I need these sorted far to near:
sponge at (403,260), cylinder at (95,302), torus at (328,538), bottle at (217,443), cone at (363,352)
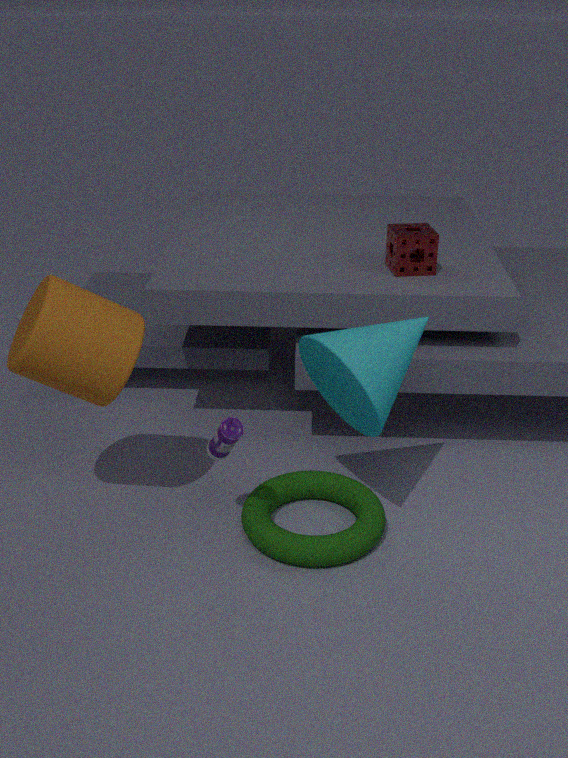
sponge at (403,260) → torus at (328,538) → bottle at (217,443) → cone at (363,352) → cylinder at (95,302)
